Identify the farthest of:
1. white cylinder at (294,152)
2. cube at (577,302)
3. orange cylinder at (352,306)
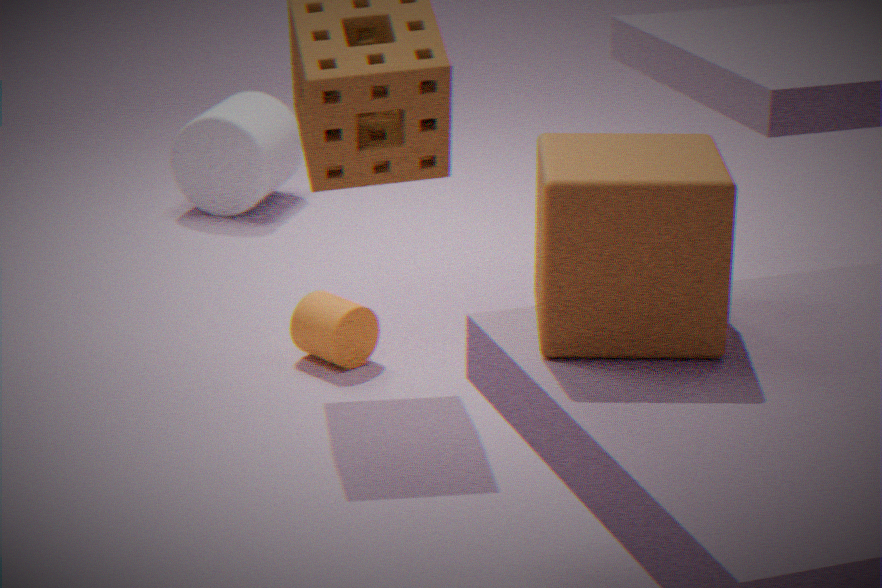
white cylinder at (294,152)
